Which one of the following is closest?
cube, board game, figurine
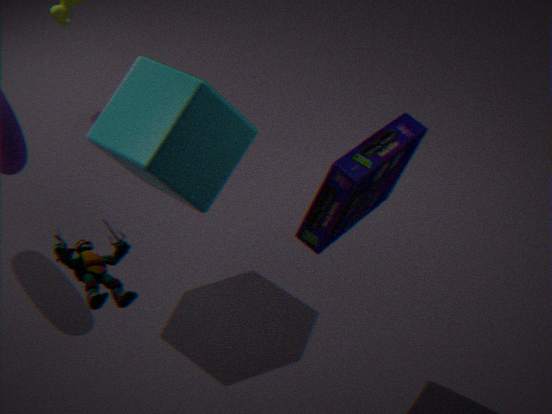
figurine
